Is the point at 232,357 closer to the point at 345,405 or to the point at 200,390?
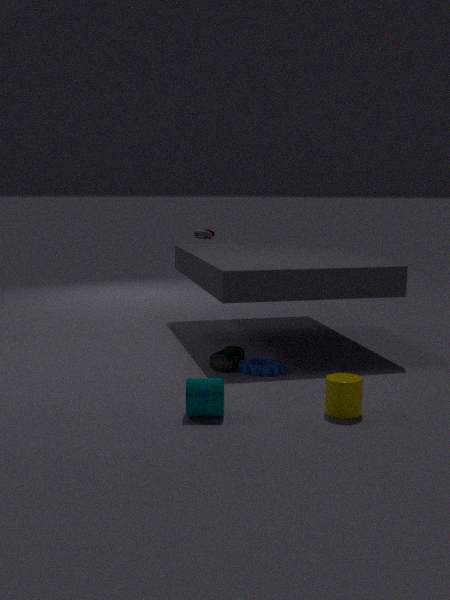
the point at 200,390
